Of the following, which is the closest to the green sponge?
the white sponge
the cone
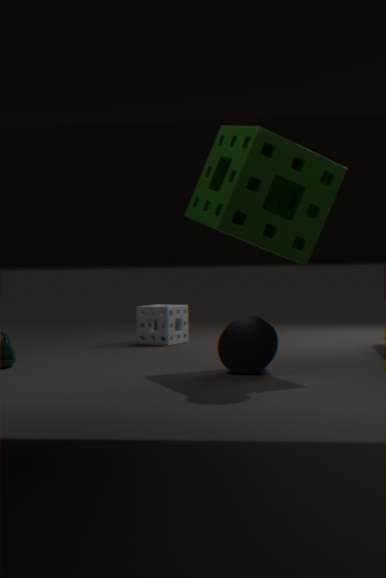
the cone
